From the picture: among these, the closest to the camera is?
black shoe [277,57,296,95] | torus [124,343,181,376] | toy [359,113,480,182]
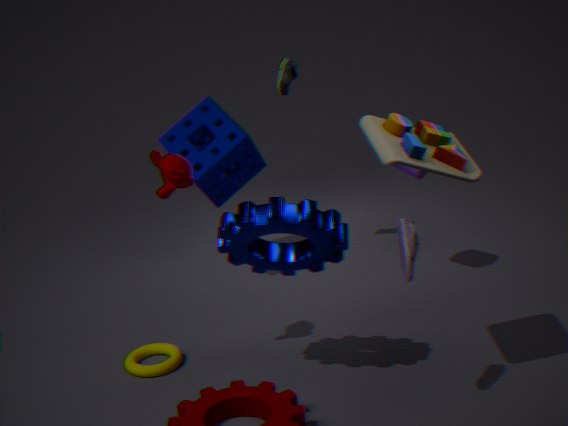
toy [359,113,480,182]
